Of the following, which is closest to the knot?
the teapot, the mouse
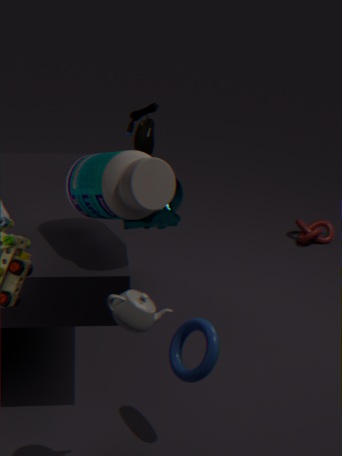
the mouse
